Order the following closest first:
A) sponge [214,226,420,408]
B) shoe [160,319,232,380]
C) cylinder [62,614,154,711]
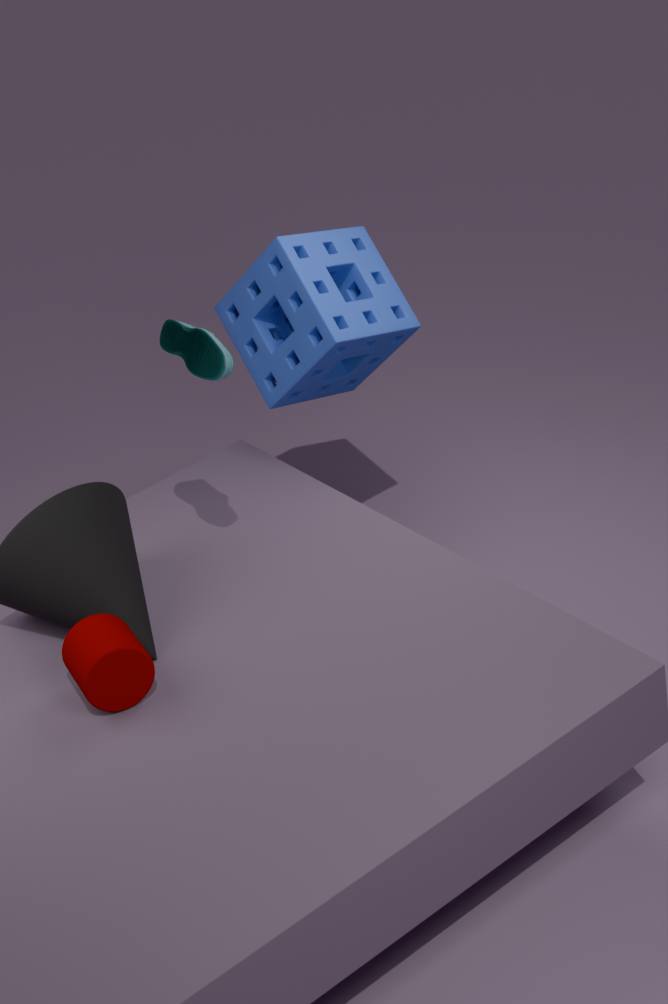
1. cylinder [62,614,154,711]
2. shoe [160,319,232,380]
3. sponge [214,226,420,408]
